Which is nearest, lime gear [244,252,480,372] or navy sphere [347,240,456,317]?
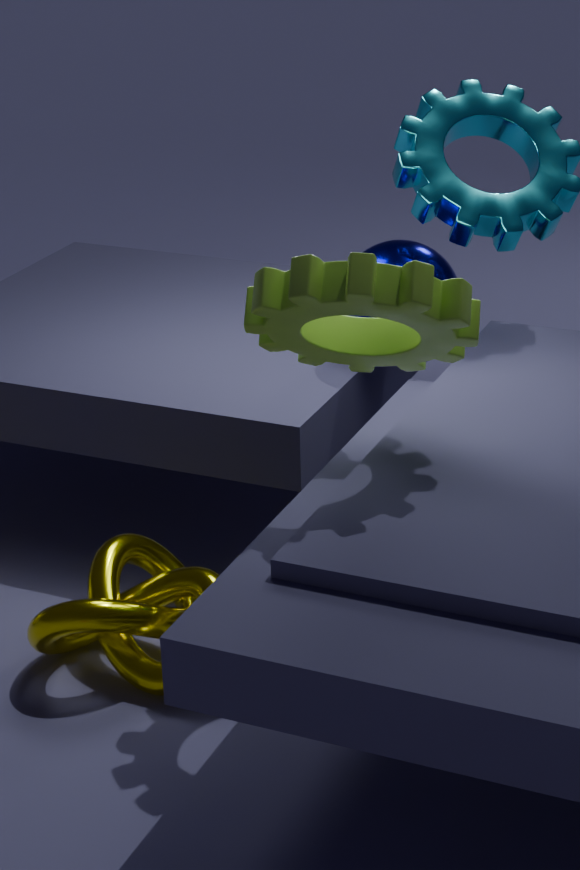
lime gear [244,252,480,372]
